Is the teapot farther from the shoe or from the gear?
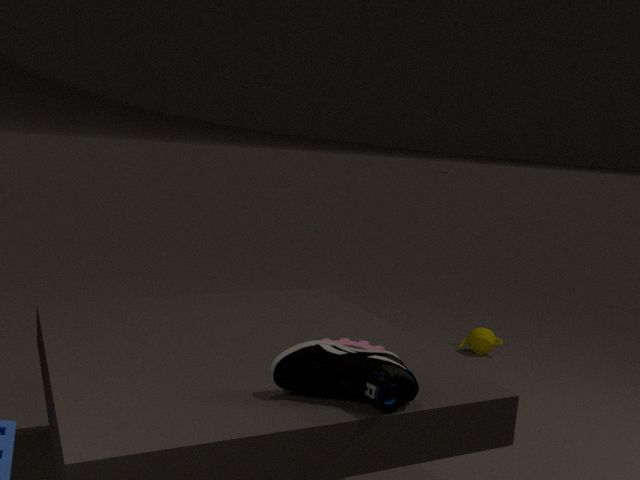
the shoe
